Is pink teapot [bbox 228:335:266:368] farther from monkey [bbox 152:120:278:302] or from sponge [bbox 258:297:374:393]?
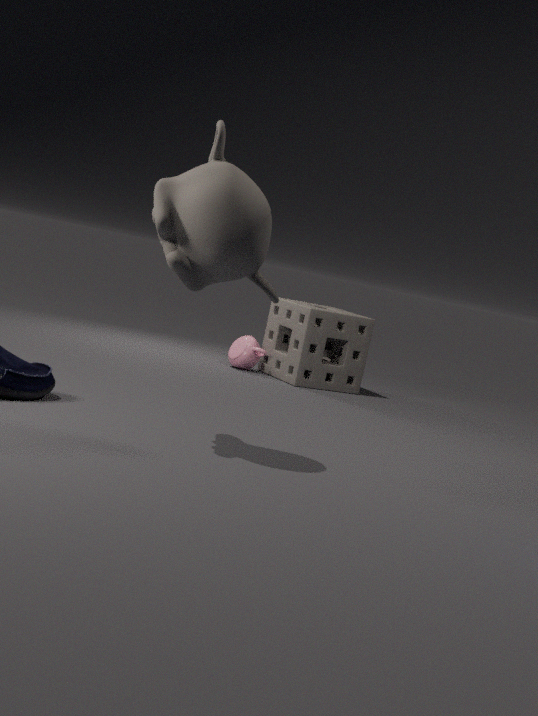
monkey [bbox 152:120:278:302]
